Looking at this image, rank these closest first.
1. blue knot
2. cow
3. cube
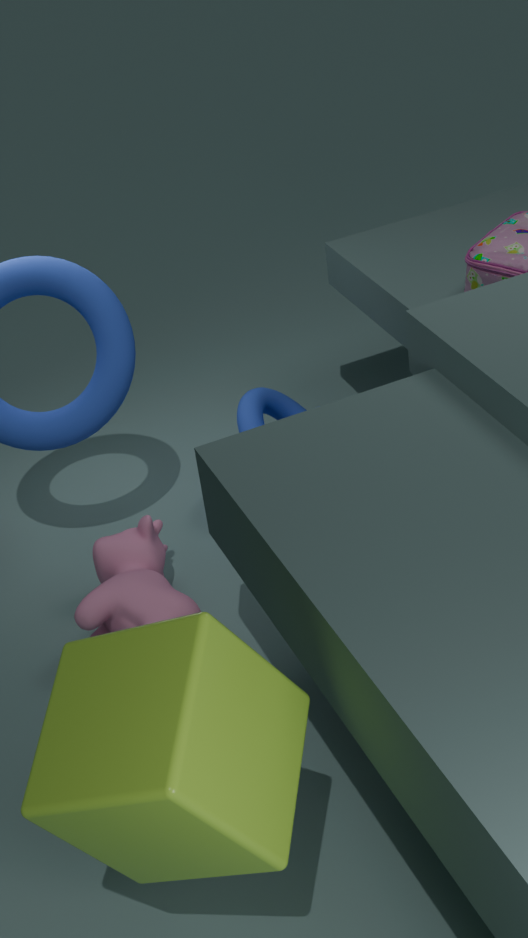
cube, cow, blue knot
